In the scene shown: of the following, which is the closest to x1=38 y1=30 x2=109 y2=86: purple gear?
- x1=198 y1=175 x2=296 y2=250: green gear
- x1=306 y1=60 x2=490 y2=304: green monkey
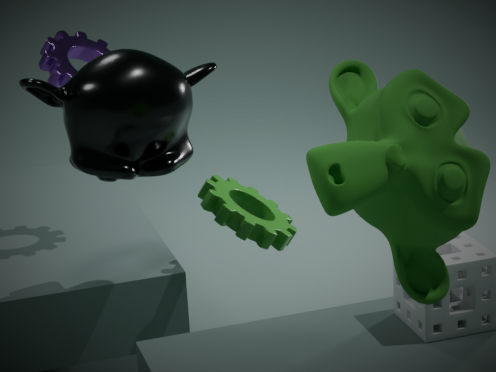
x1=198 y1=175 x2=296 y2=250: green gear
